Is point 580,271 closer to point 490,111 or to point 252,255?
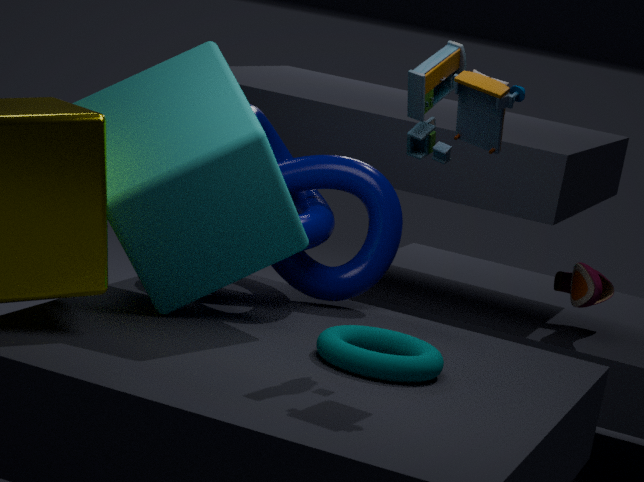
point 490,111
